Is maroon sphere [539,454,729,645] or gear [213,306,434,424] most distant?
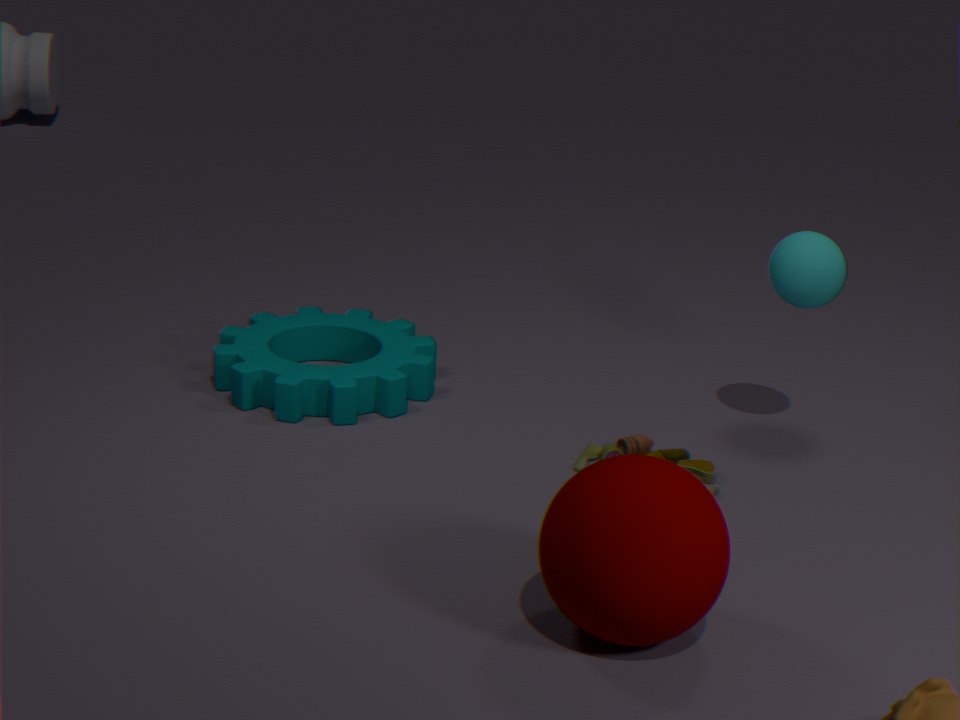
gear [213,306,434,424]
